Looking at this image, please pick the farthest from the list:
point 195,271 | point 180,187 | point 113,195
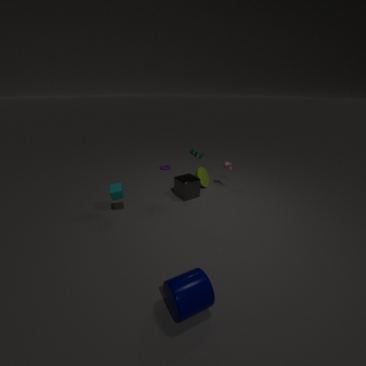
point 180,187
